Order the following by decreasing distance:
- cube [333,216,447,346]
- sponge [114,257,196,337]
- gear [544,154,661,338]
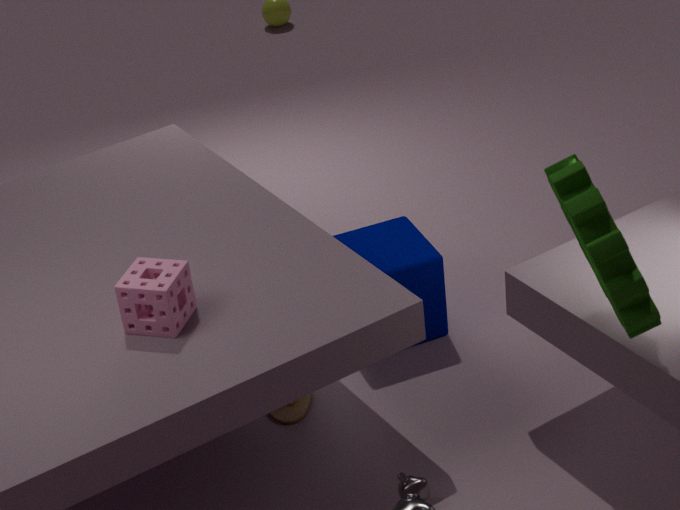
1. cube [333,216,447,346]
2. sponge [114,257,196,337]
3. gear [544,154,661,338]
